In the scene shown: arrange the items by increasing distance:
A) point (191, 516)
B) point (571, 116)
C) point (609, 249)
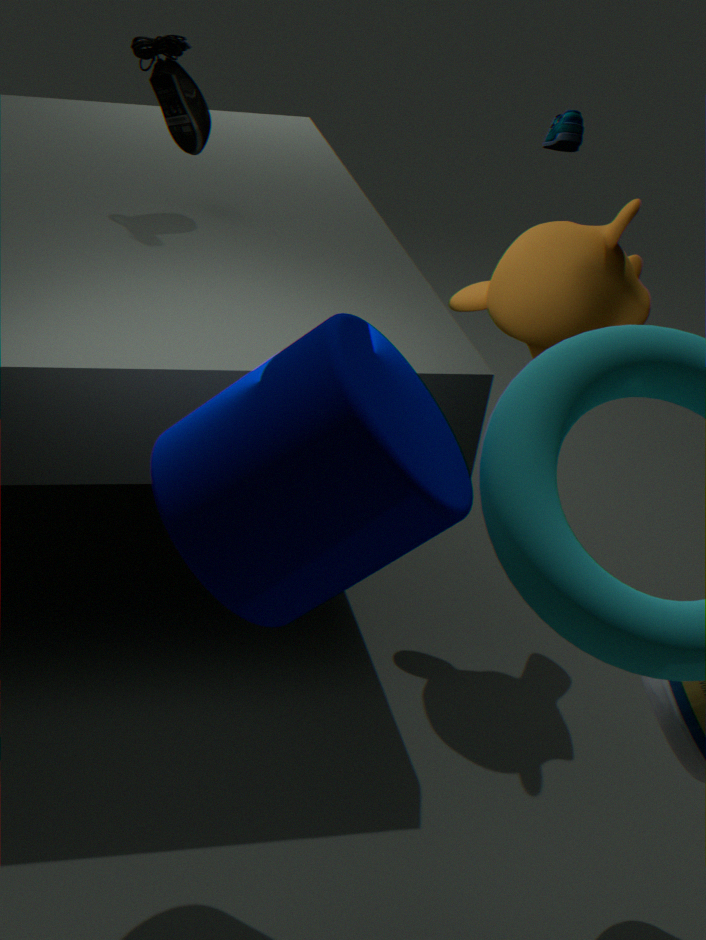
point (191, 516) < point (609, 249) < point (571, 116)
